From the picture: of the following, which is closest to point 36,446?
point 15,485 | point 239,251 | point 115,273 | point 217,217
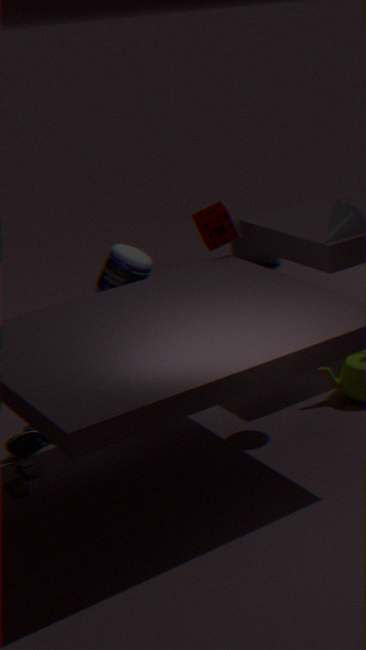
point 15,485
